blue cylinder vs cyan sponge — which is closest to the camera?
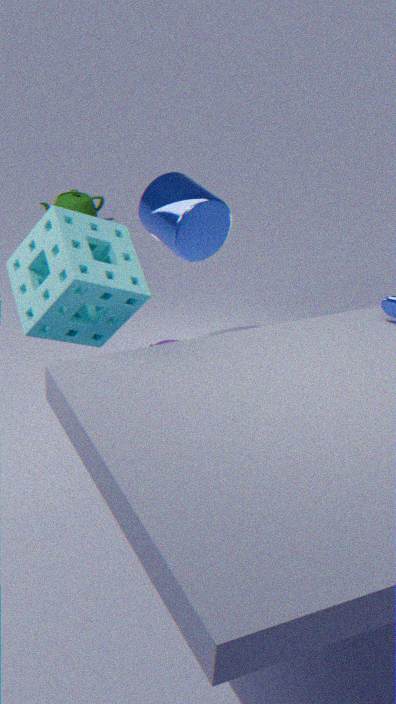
cyan sponge
